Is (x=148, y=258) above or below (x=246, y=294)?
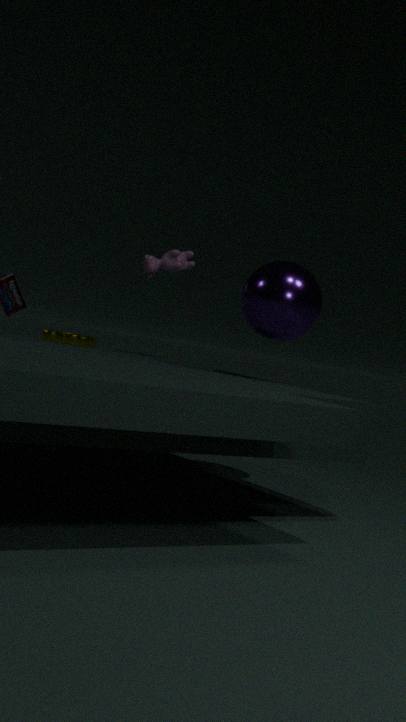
above
